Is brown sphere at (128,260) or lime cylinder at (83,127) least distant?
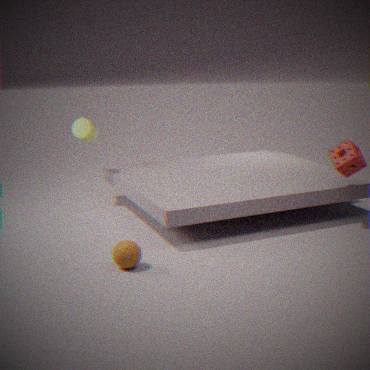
brown sphere at (128,260)
